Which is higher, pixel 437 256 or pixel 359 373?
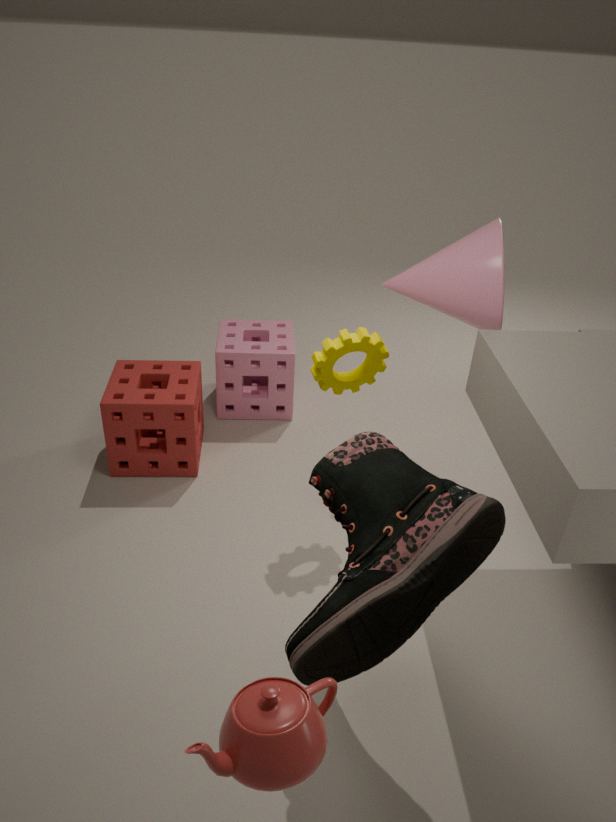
pixel 437 256
